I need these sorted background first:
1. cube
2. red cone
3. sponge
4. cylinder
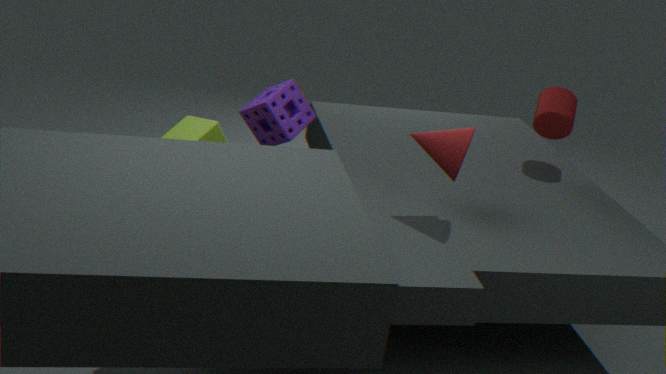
cylinder < sponge < red cone < cube
